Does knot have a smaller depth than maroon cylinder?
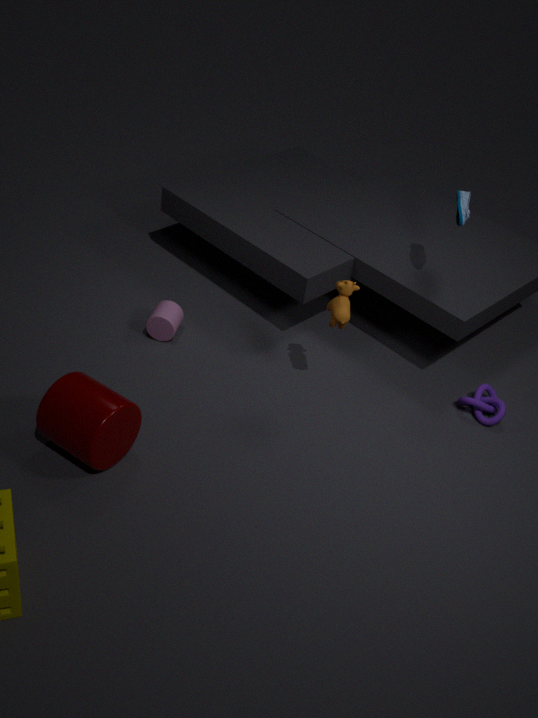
No
